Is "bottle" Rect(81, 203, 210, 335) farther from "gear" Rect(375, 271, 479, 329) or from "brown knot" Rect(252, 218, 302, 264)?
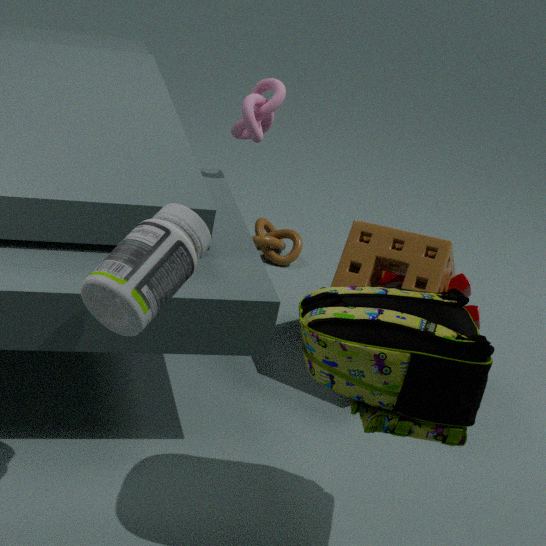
"brown knot" Rect(252, 218, 302, 264)
